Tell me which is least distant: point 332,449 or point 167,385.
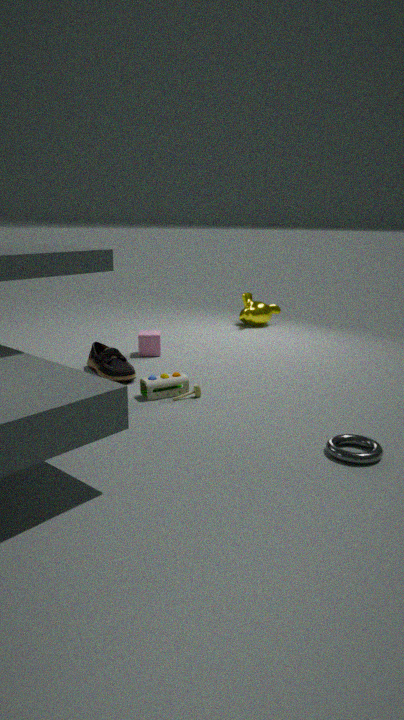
point 332,449
